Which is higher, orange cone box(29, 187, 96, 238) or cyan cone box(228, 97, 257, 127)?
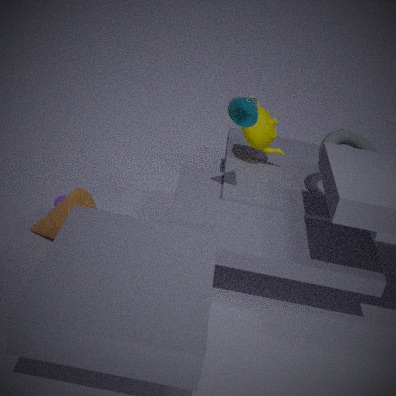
cyan cone box(228, 97, 257, 127)
